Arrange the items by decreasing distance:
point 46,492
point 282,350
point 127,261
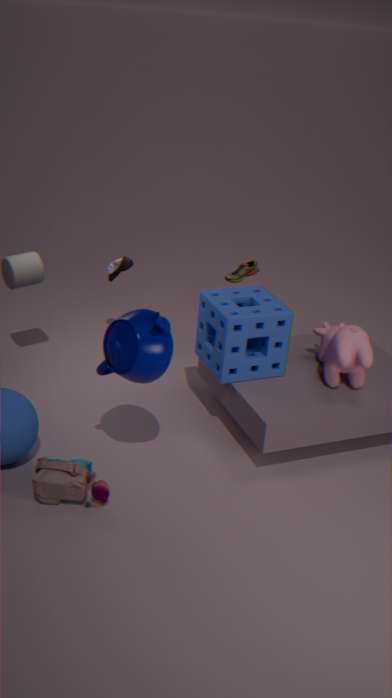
point 127,261
point 282,350
point 46,492
